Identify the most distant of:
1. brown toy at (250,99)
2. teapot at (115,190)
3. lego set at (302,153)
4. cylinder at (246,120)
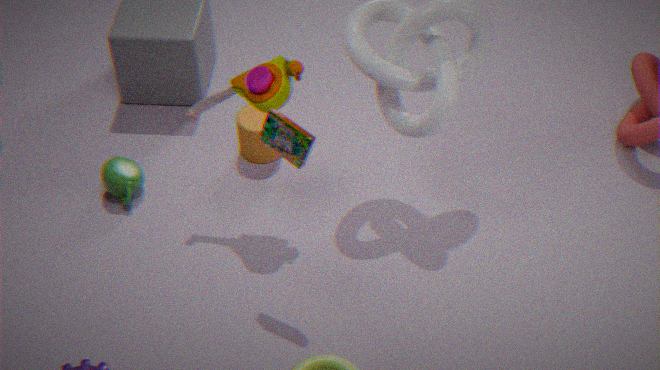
cylinder at (246,120)
